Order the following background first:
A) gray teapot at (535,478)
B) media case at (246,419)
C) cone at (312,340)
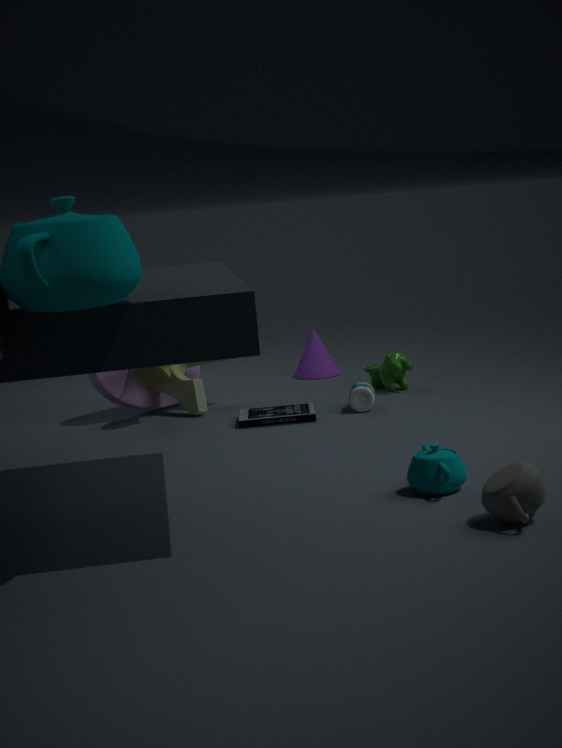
1. cone at (312,340)
2. media case at (246,419)
3. gray teapot at (535,478)
